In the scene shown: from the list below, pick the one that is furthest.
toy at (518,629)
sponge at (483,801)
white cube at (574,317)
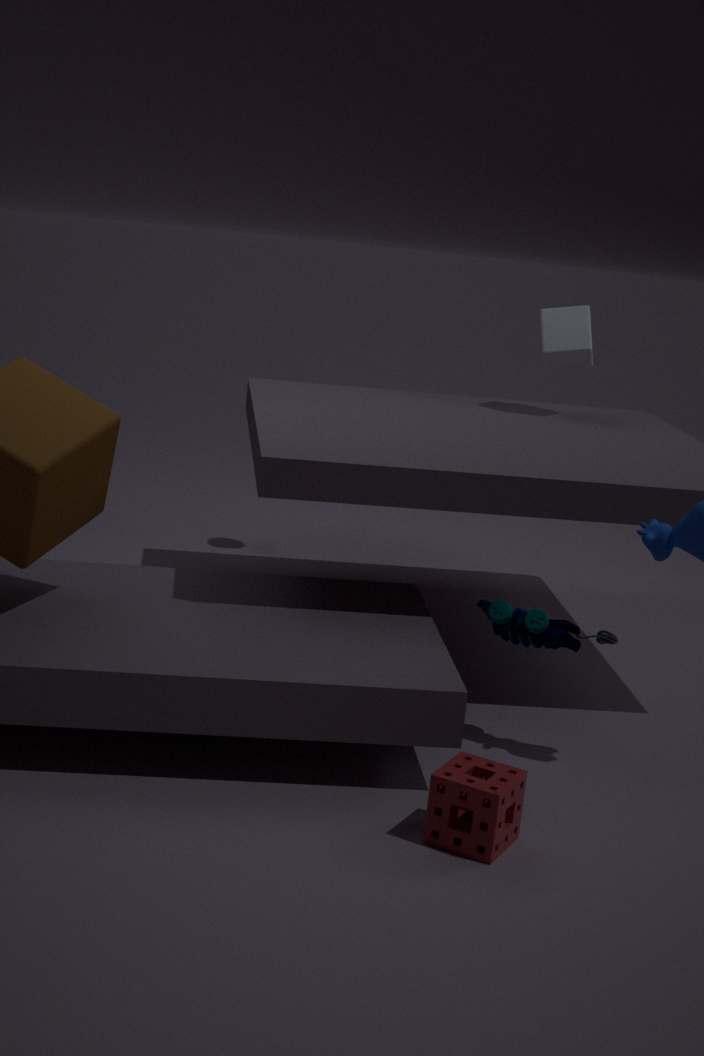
white cube at (574,317)
